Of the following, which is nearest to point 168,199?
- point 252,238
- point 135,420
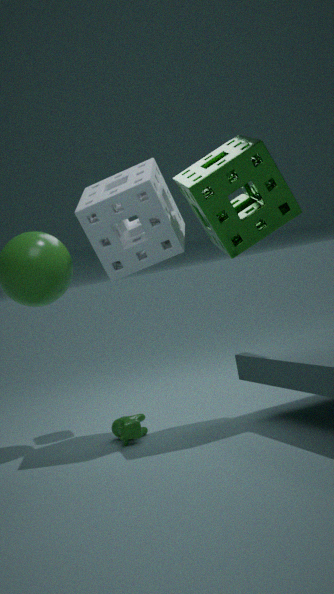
point 252,238
